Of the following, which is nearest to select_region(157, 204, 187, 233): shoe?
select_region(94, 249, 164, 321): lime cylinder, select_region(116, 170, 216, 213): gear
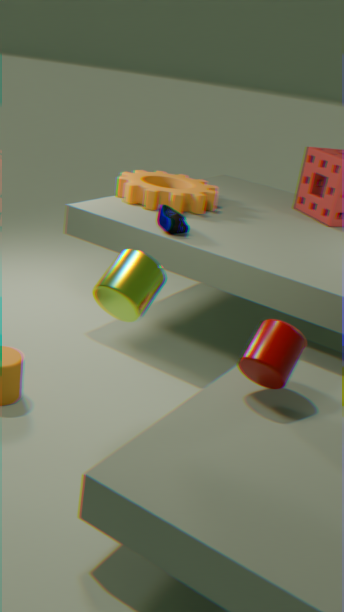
select_region(116, 170, 216, 213): gear
